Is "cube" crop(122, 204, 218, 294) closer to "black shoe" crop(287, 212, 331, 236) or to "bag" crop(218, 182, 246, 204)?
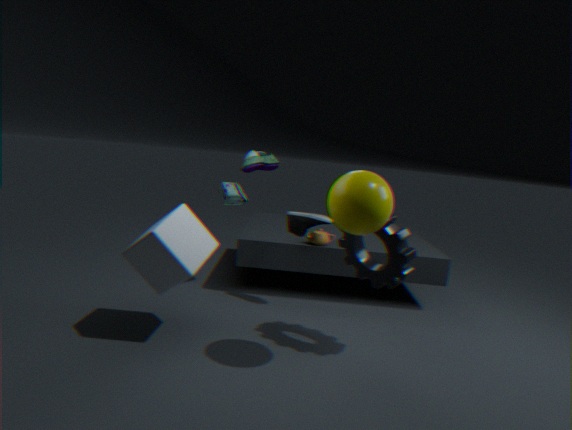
"black shoe" crop(287, 212, 331, 236)
